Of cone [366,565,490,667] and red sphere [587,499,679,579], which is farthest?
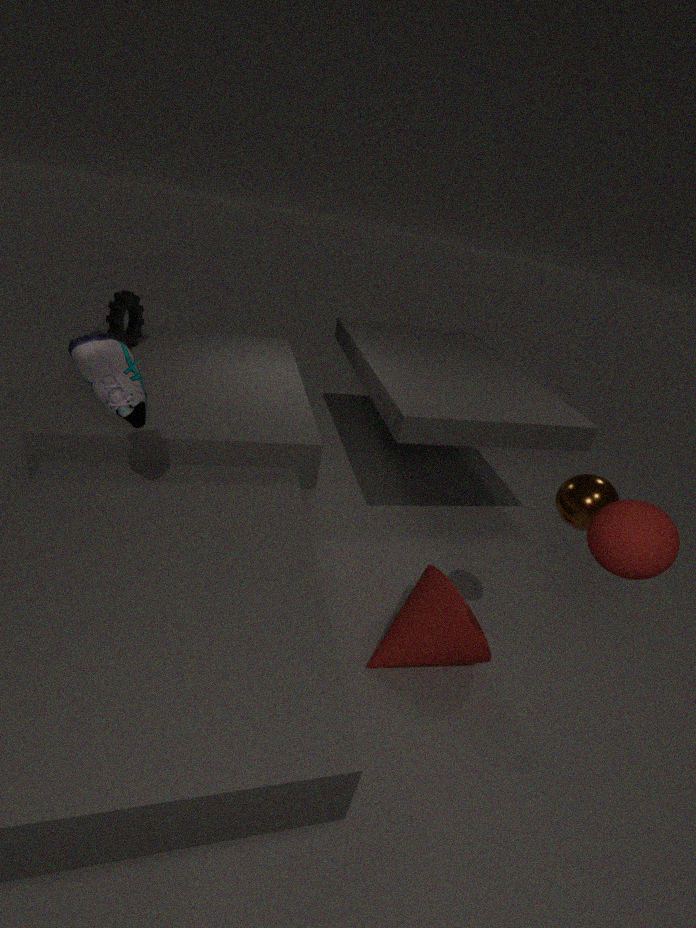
cone [366,565,490,667]
